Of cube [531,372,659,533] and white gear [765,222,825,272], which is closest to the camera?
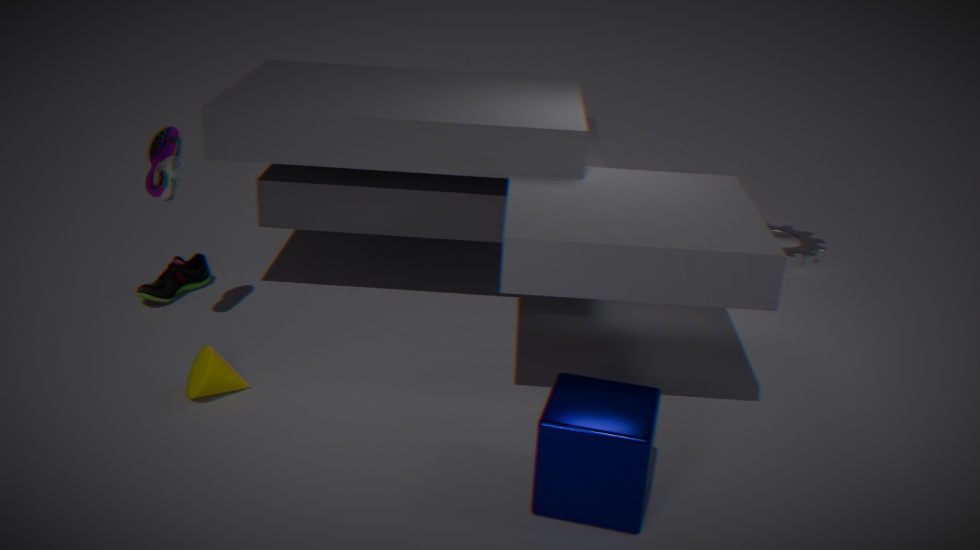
cube [531,372,659,533]
